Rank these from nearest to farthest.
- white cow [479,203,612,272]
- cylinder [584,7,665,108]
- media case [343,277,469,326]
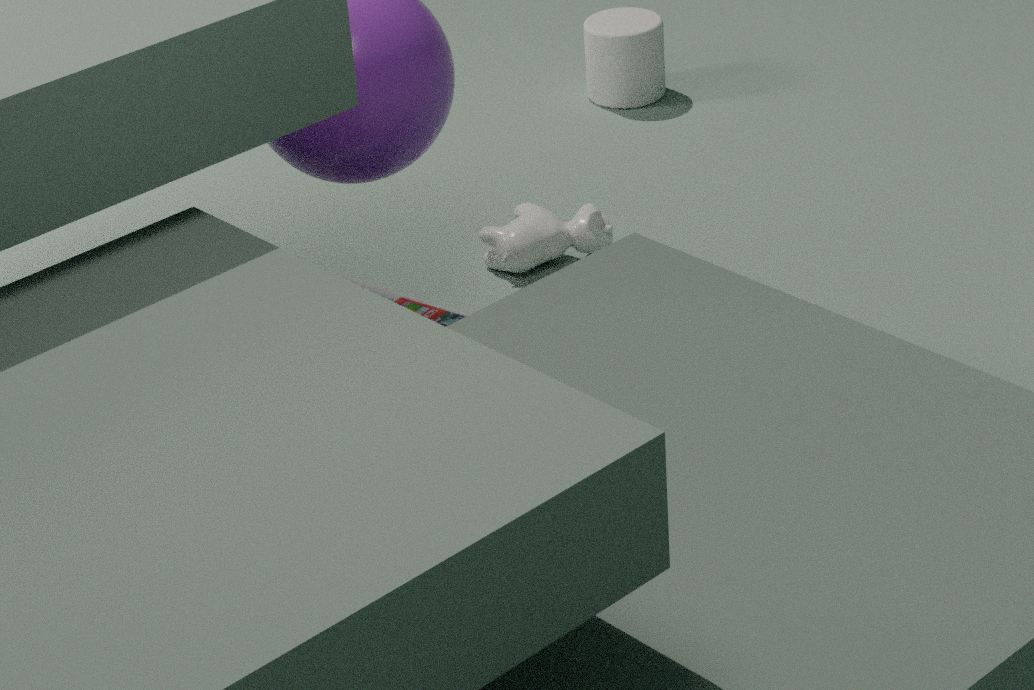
media case [343,277,469,326] < white cow [479,203,612,272] < cylinder [584,7,665,108]
